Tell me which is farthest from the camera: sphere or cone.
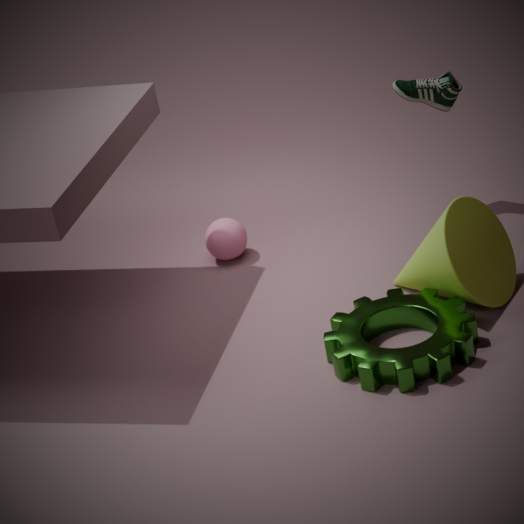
sphere
